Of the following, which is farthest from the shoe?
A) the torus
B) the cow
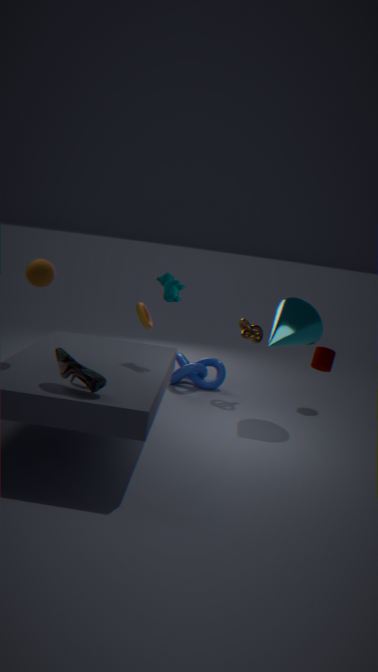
the torus
